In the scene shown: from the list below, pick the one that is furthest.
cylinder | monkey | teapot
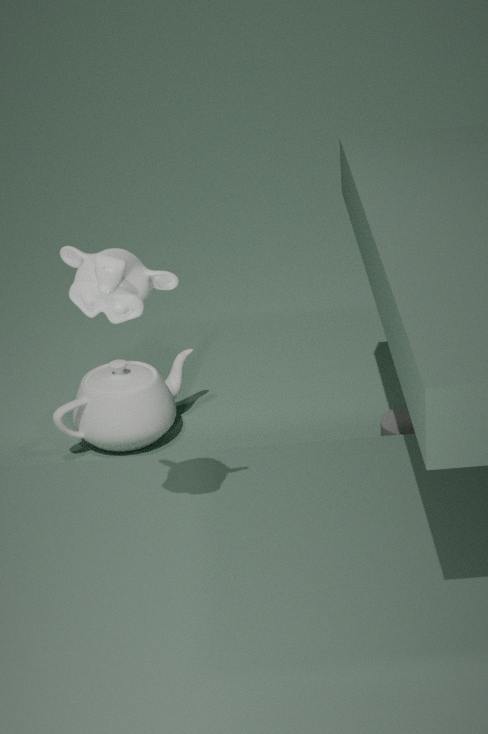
teapot
